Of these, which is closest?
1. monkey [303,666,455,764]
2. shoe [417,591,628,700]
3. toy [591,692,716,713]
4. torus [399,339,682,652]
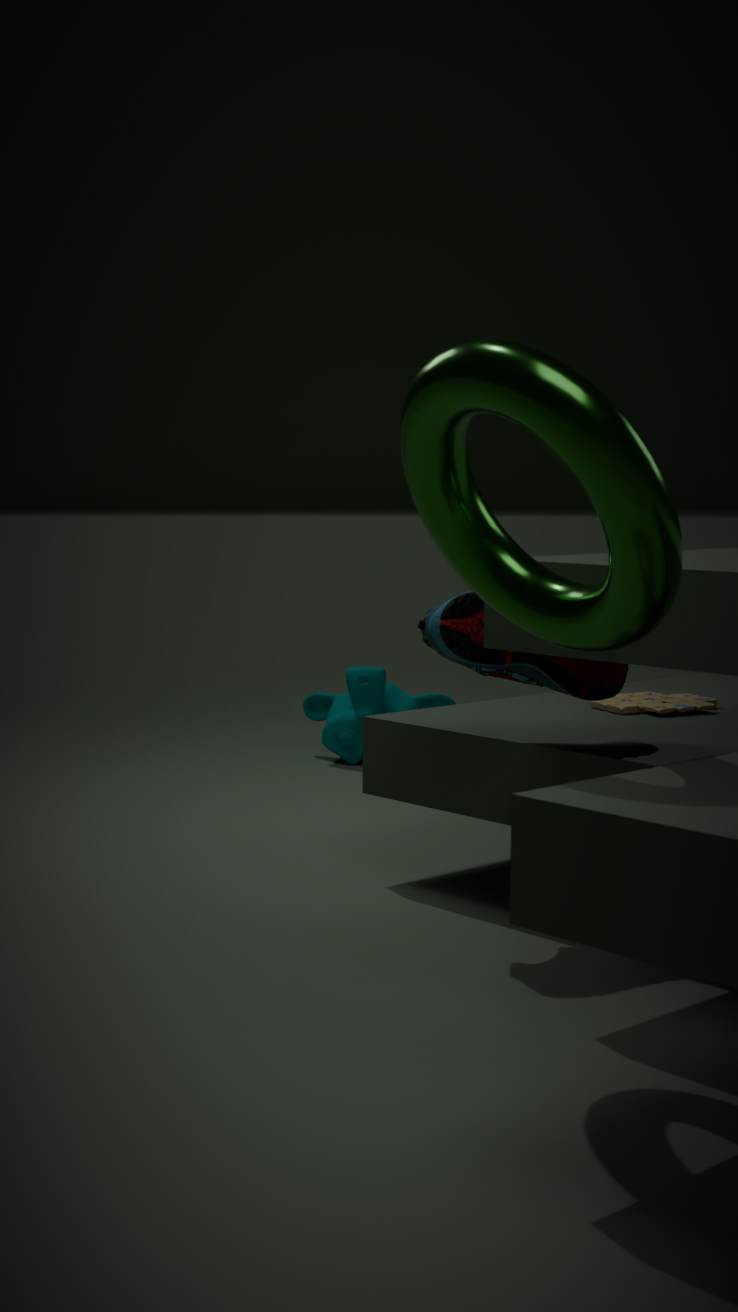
torus [399,339,682,652]
